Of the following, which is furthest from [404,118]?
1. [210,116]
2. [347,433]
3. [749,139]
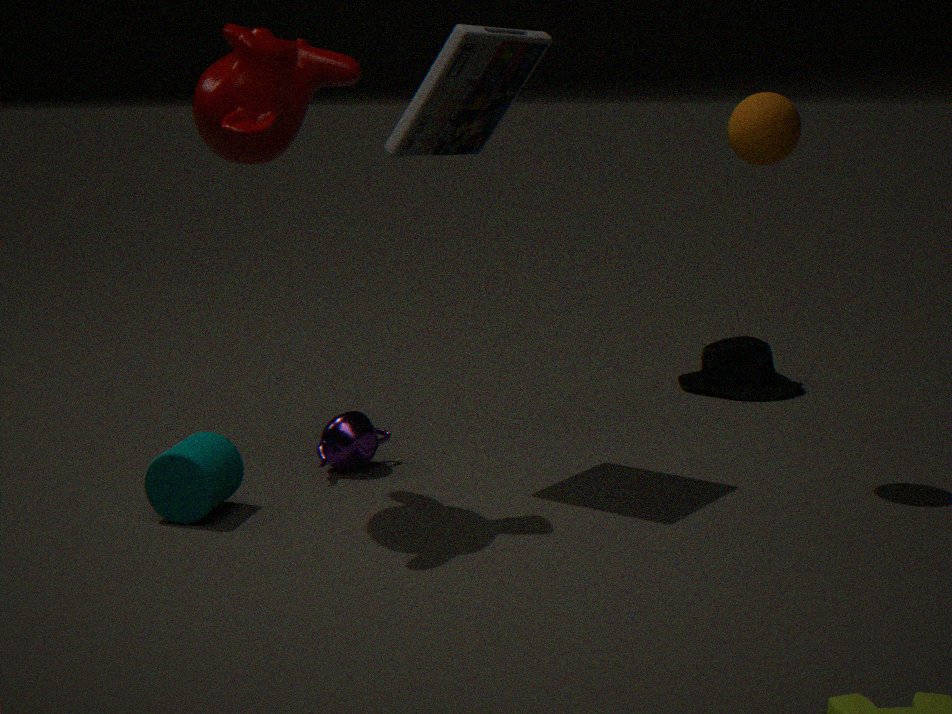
[347,433]
